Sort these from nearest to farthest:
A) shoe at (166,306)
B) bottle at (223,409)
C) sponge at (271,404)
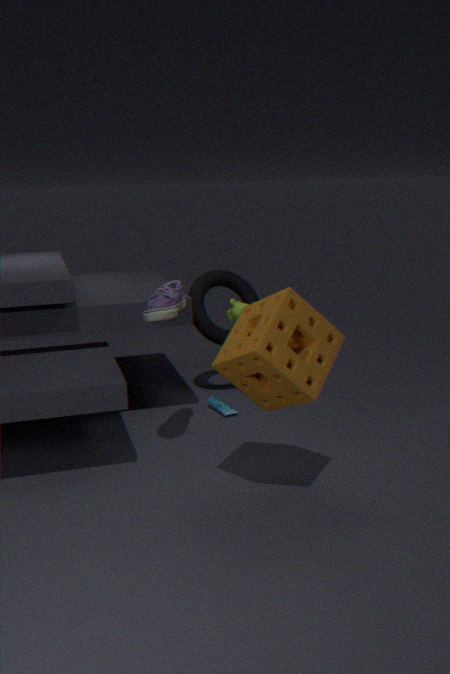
sponge at (271,404), shoe at (166,306), bottle at (223,409)
